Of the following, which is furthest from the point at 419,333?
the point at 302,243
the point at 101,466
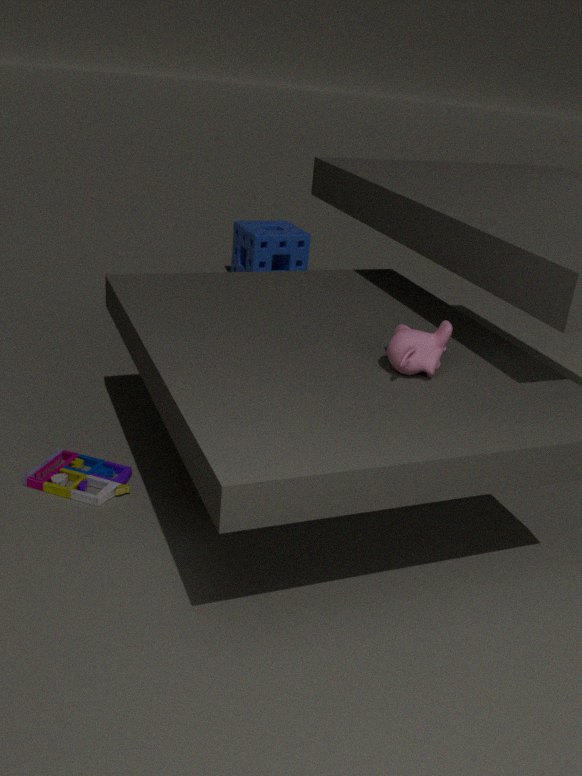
the point at 302,243
